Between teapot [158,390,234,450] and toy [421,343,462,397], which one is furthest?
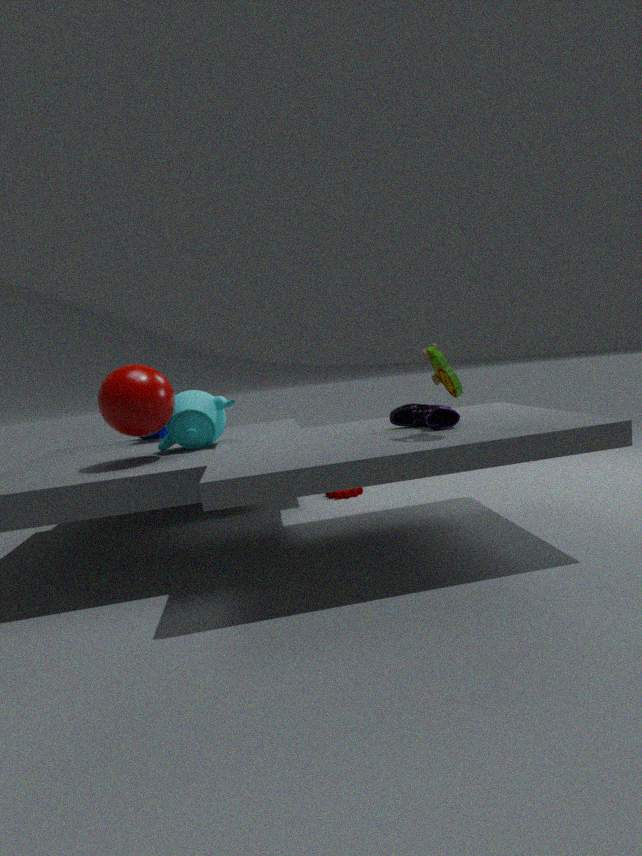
teapot [158,390,234,450]
